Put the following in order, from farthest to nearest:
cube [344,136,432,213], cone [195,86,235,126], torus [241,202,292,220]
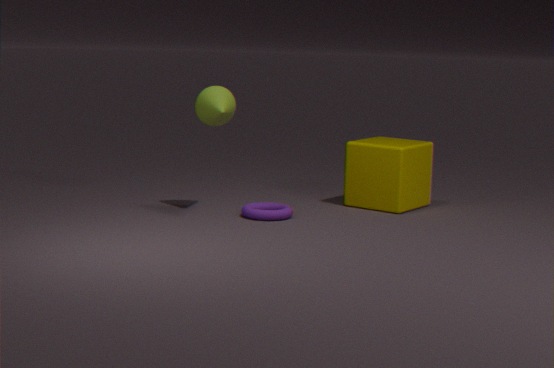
1. cube [344,136,432,213]
2. cone [195,86,235,126]
3. torus [241,202,292,220]
